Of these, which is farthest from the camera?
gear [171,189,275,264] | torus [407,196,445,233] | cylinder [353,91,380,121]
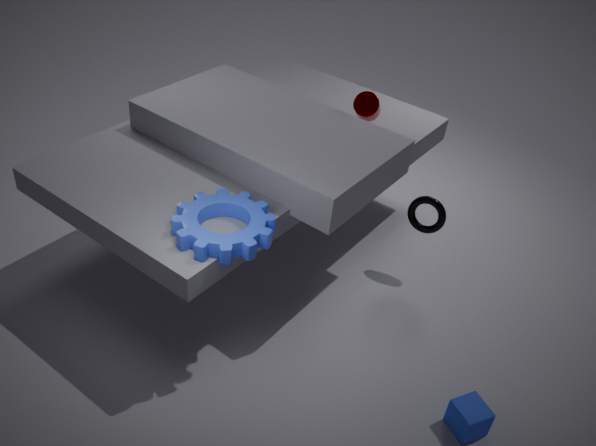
cylinder [353,91,380,121]
